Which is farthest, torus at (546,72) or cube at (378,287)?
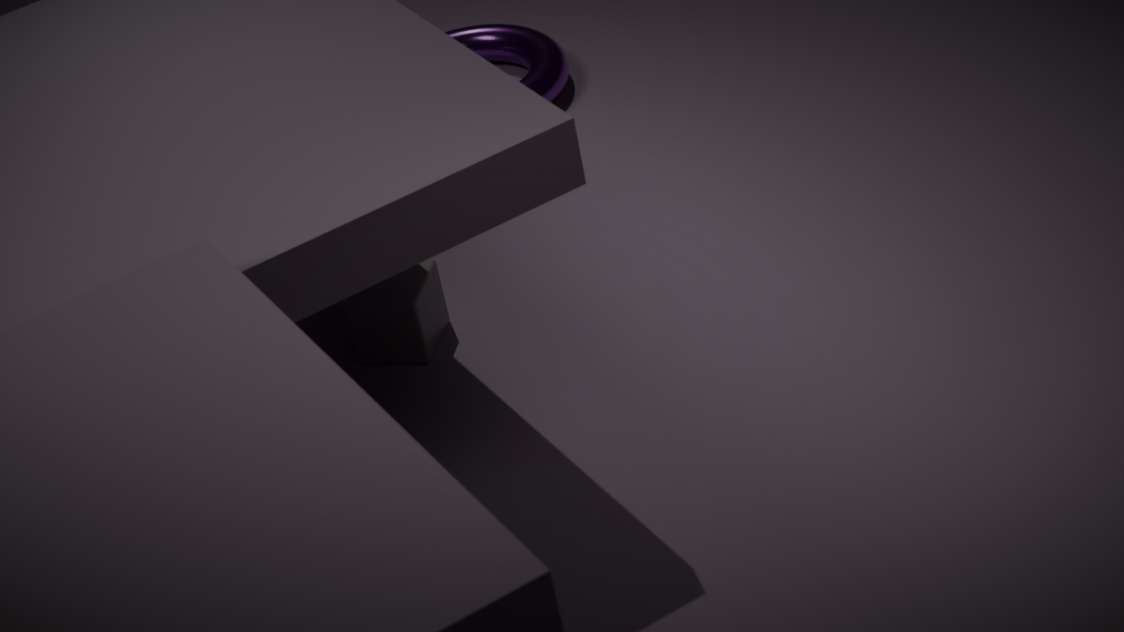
torus at (546,72)
